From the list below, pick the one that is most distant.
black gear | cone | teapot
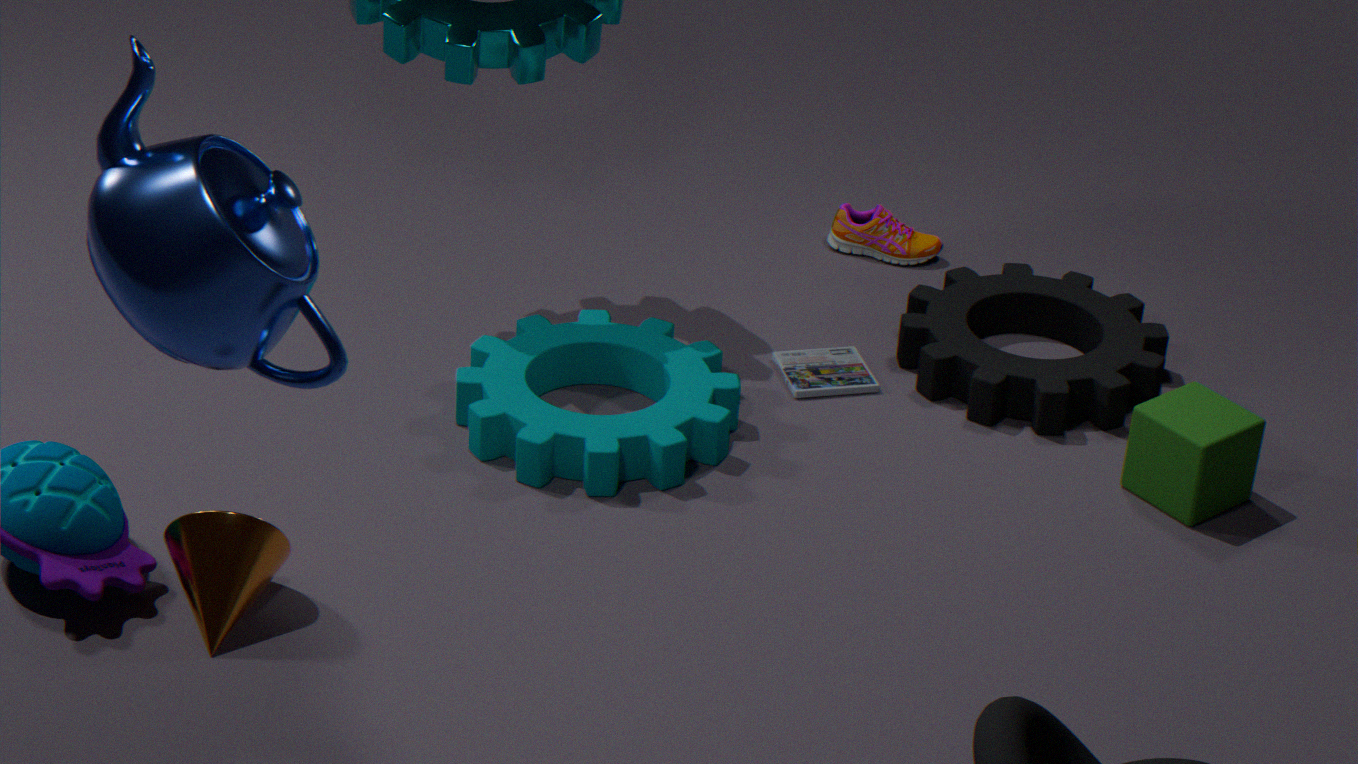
black gear
